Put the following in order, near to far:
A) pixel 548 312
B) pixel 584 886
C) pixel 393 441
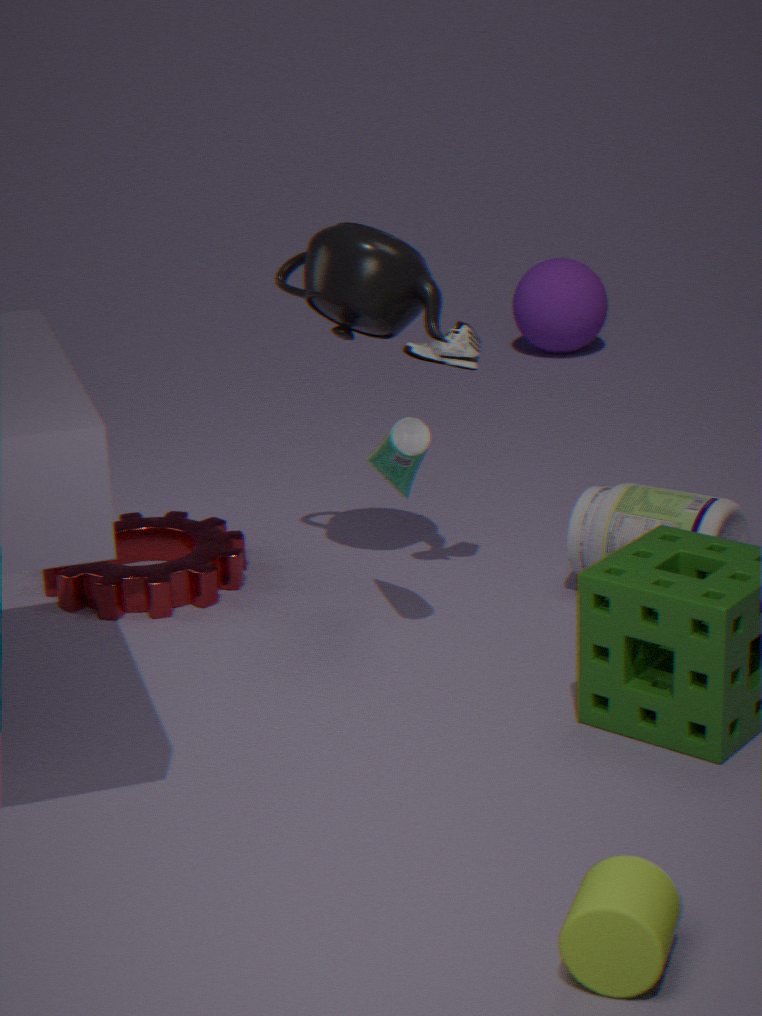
pixel 584 886 < pixel 393 441 < pixel 548 312
